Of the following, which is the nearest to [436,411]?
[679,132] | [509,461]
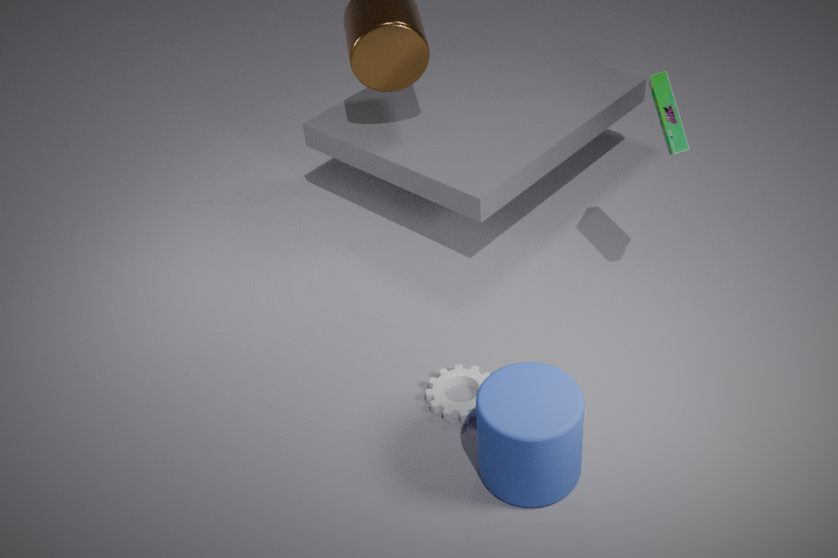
[509,461]
